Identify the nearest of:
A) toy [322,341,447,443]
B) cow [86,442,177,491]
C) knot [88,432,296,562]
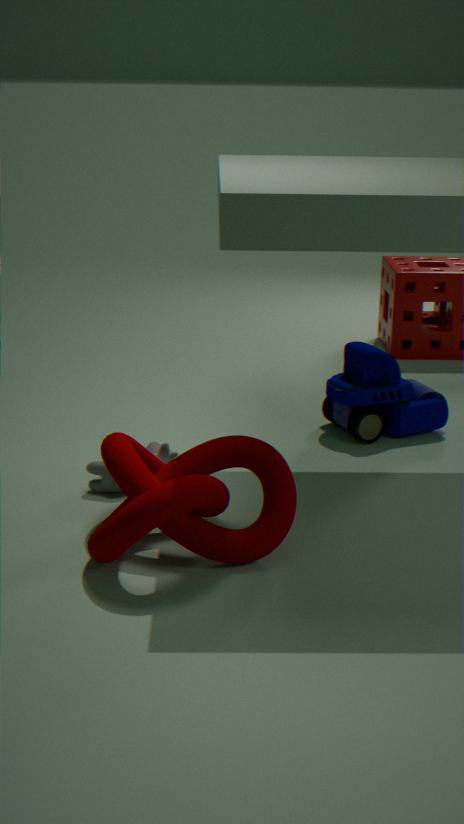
knot [88,432,296,562]
